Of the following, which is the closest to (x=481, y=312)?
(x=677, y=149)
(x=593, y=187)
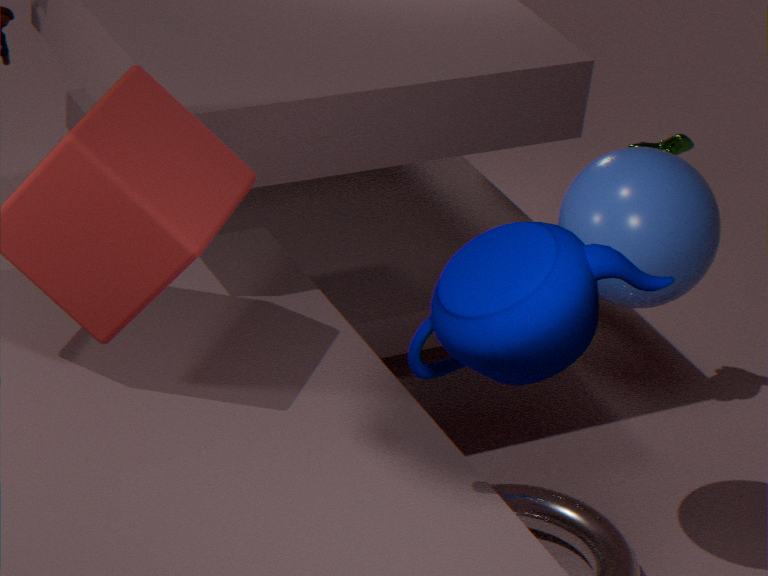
(x=593, y=187)
